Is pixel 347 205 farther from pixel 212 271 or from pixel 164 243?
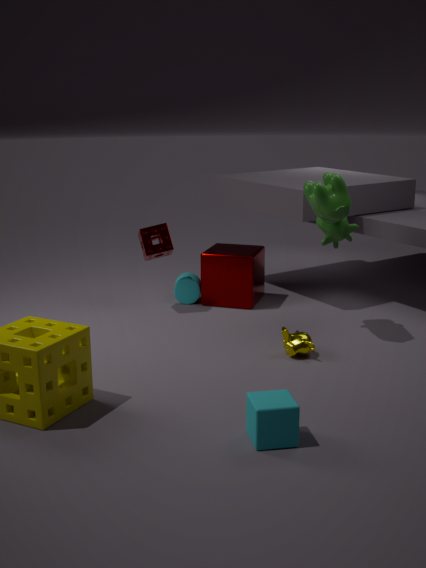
pixel 164 243
